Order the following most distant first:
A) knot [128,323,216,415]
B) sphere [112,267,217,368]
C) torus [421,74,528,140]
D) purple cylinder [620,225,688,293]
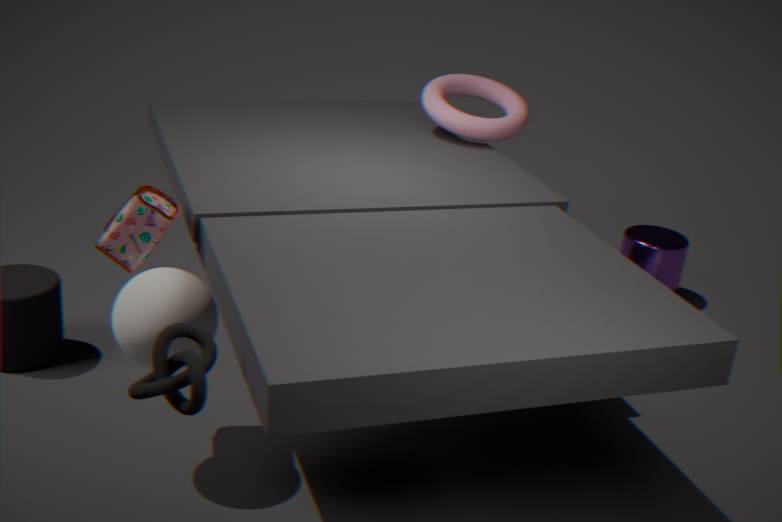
purple cylinder [620,225,688,293] < torus [421,74,528,140] < sphere [112,267,217,368] < knot [128,323,216,415]
